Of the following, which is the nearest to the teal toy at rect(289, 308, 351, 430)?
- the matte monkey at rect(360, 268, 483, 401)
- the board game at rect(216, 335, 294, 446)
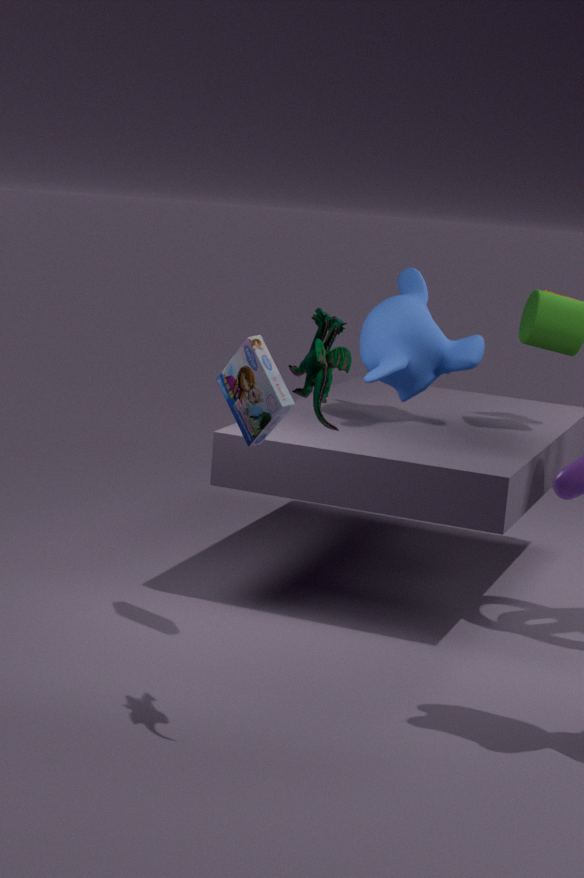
→ the board game at rect(216, 335, 294, 446)
